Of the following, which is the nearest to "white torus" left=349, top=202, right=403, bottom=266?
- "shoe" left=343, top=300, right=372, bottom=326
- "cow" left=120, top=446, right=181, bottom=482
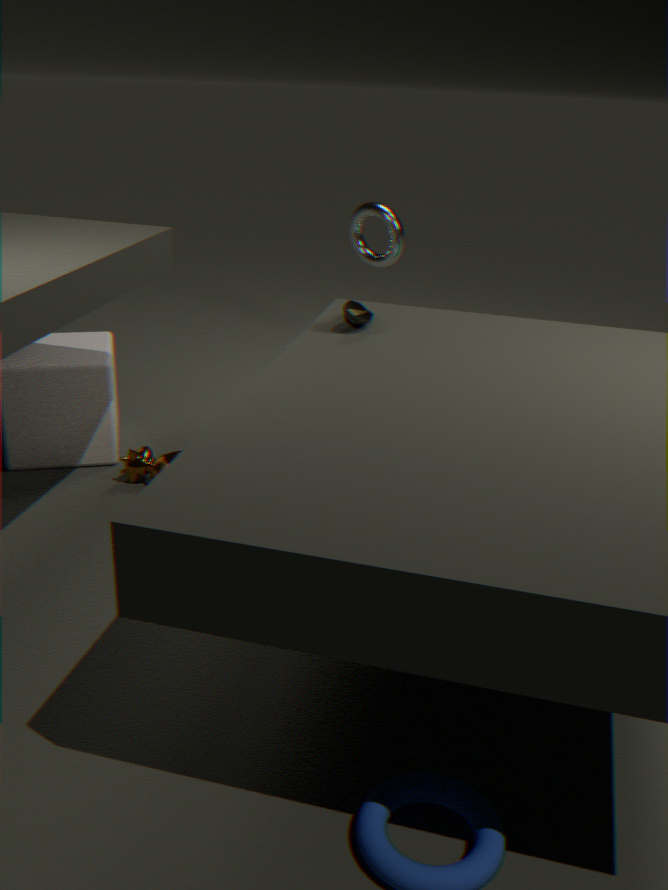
"shoe" left=343, top=300, right=372, bottom=326
